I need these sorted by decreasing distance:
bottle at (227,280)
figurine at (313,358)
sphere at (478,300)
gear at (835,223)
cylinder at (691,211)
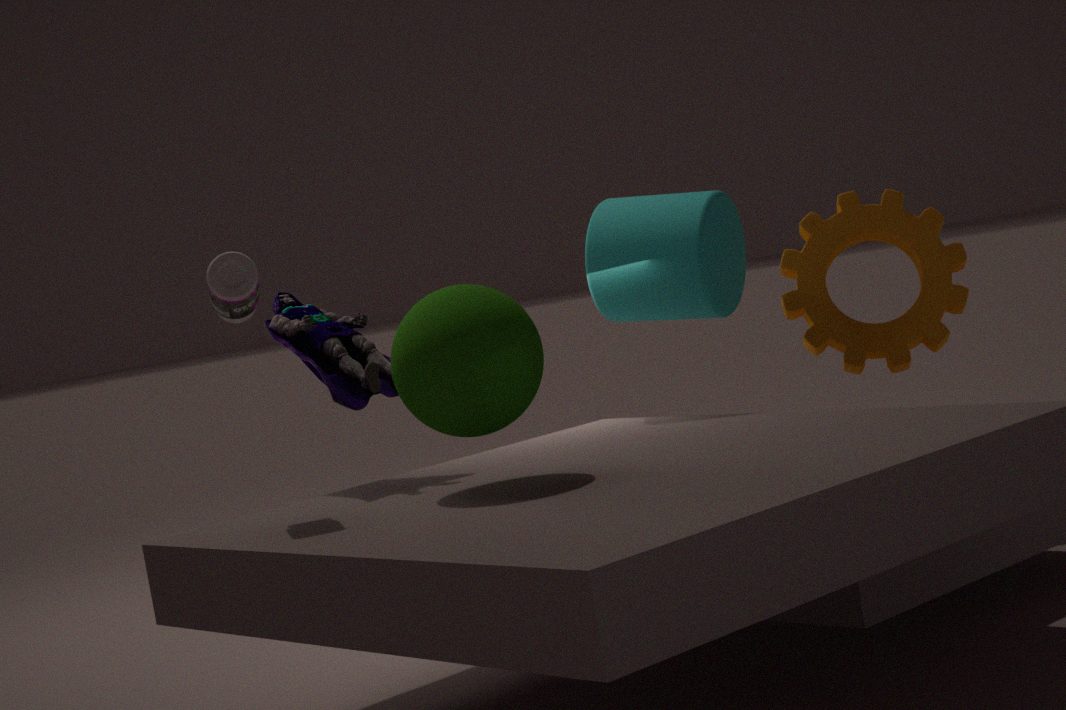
1. gear at (835,223)
2. cylinder at (691,211)
3. figurine at (313,358)
4. bottle at (227,280)
5. sphere at (478,300)
